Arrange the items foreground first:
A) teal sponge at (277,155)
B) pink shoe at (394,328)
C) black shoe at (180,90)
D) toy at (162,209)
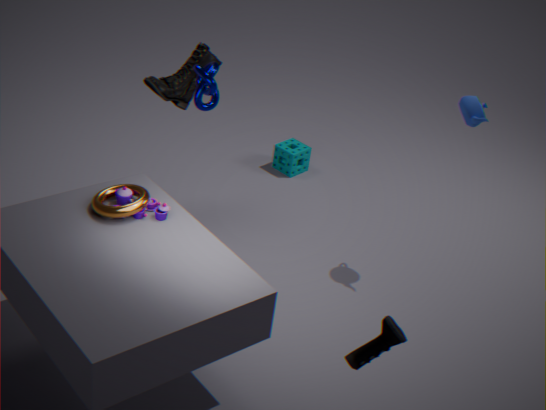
pink shoe at (394,328) < toy at (162,209) < black shoe at (180,90) < teal sponge at (277,155)
